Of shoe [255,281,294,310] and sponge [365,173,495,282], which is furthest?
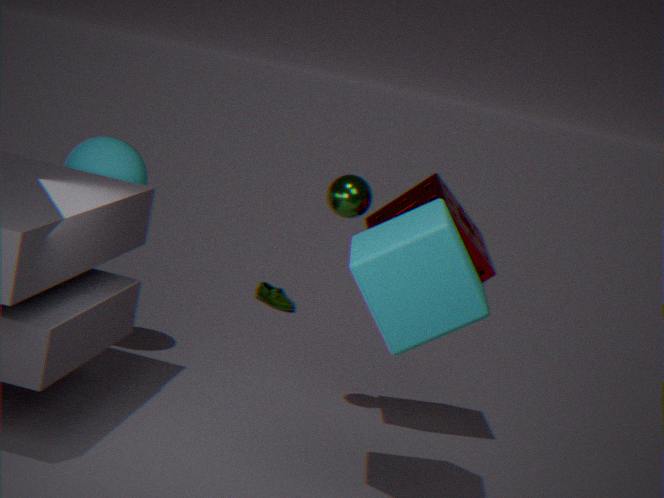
shoe [255,281,294,310]
